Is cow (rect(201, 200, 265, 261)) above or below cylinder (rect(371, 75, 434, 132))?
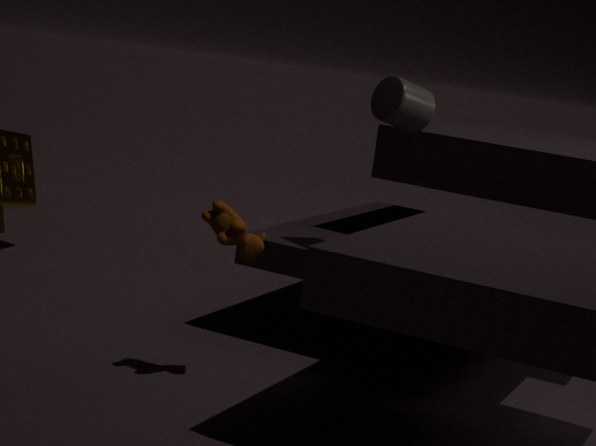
below
